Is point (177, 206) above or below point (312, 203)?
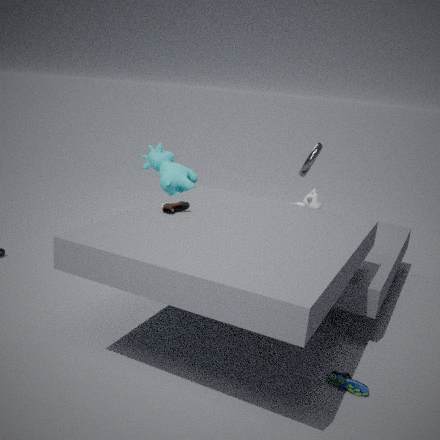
above
